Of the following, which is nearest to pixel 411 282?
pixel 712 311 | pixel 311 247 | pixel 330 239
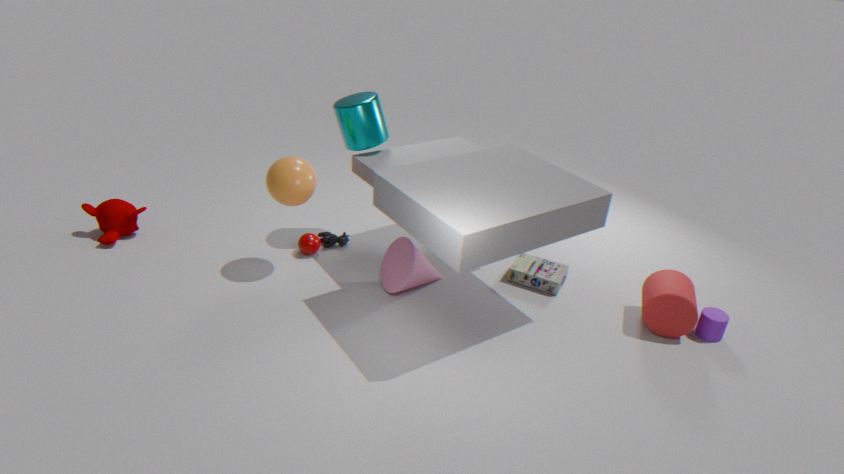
pixel 330 239
